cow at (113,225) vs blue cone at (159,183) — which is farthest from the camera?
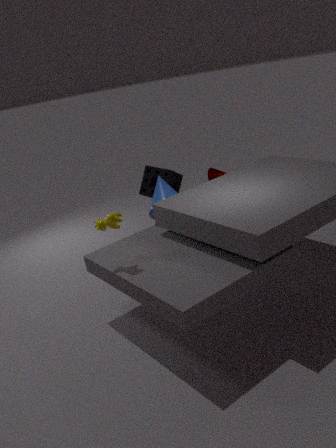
blue cone at (159,183)
